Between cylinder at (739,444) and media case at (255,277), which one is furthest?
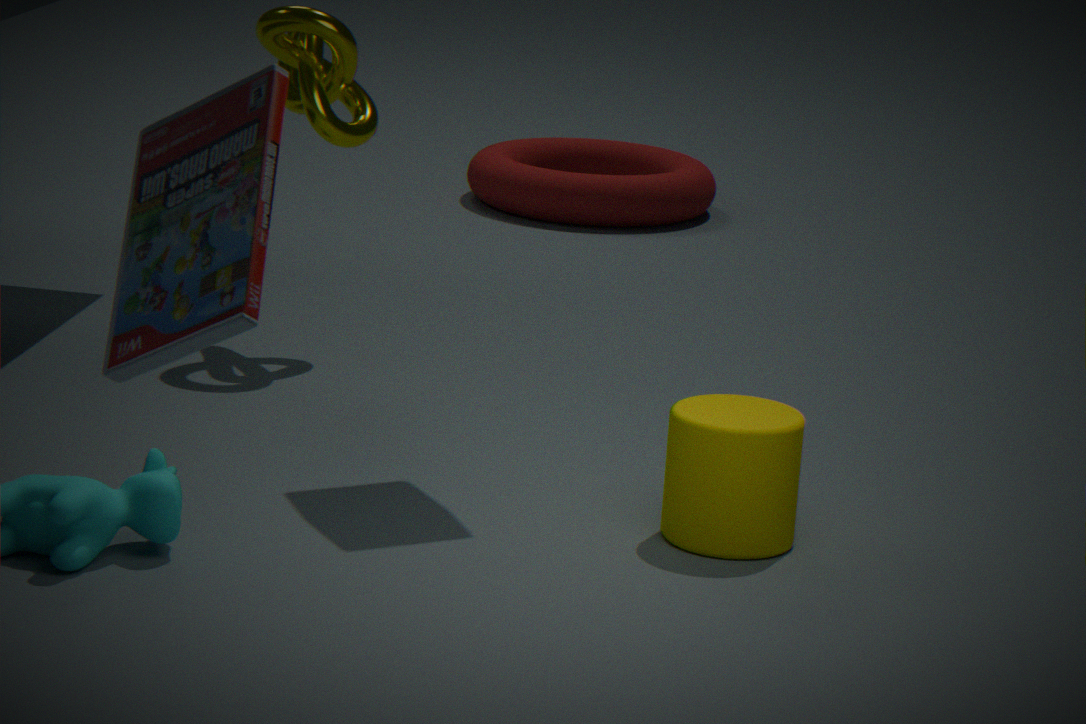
cylinder at (739,444)
